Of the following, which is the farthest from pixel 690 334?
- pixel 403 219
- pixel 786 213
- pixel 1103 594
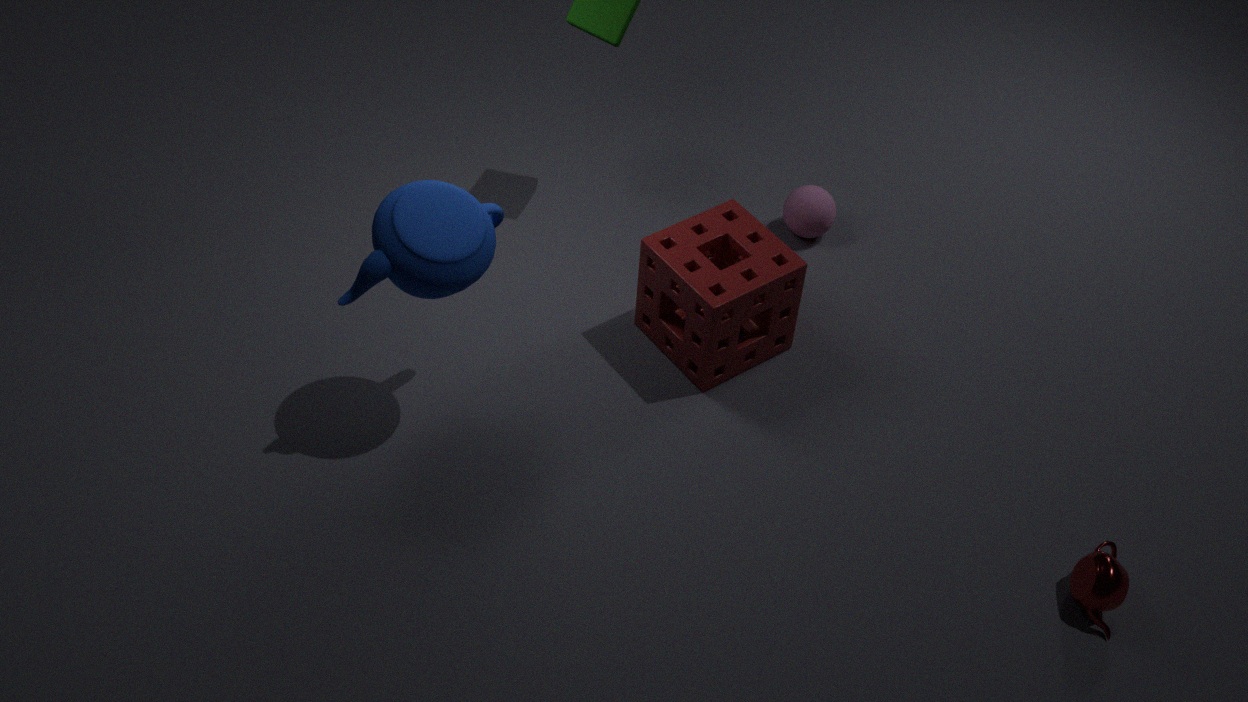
pixel 1103 594
